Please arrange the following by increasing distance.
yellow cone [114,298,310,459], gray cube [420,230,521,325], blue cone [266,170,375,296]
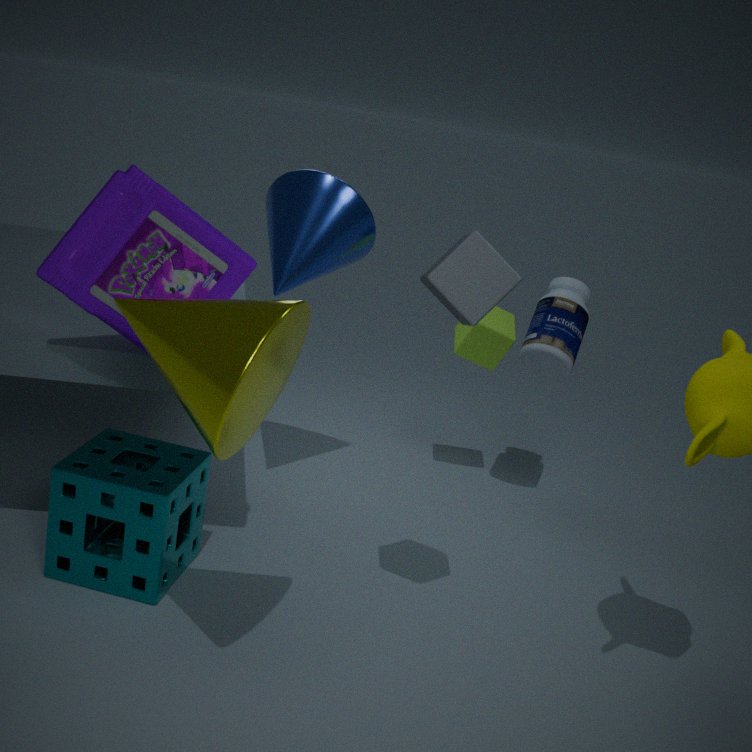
1. yellow cone [114,298,310,459]
2. gray cube [420,230,521,325]
3. blue cone [266,170,375,296]
